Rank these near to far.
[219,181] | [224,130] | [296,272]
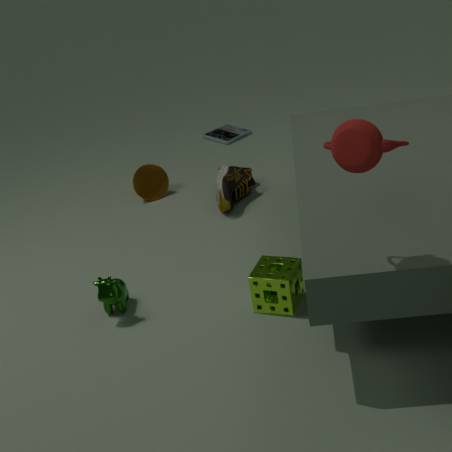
[296,272] < [219,181] < [224,130]
